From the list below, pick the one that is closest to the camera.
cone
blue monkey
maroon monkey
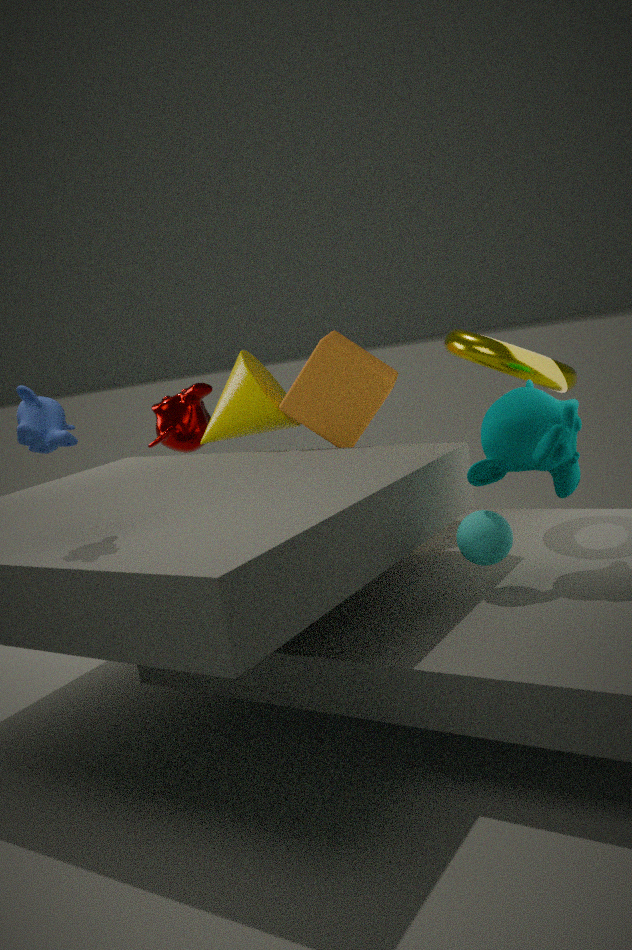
blue monkey
